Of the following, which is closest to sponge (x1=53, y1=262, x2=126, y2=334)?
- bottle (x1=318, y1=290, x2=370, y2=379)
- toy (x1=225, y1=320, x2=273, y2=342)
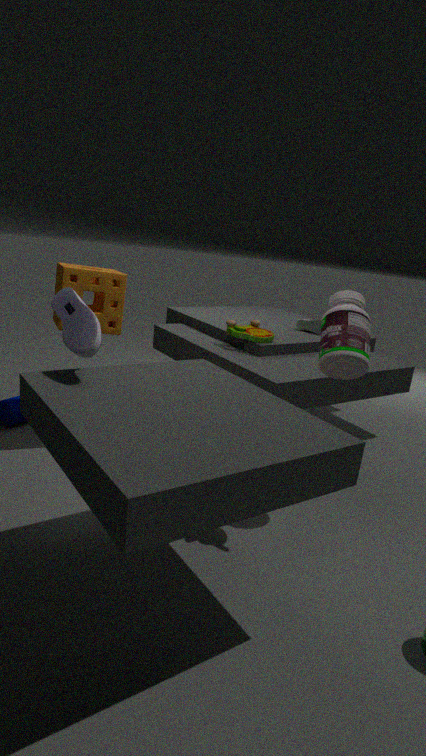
toy (x1=225, y1=320, x2=273, y2=342)
